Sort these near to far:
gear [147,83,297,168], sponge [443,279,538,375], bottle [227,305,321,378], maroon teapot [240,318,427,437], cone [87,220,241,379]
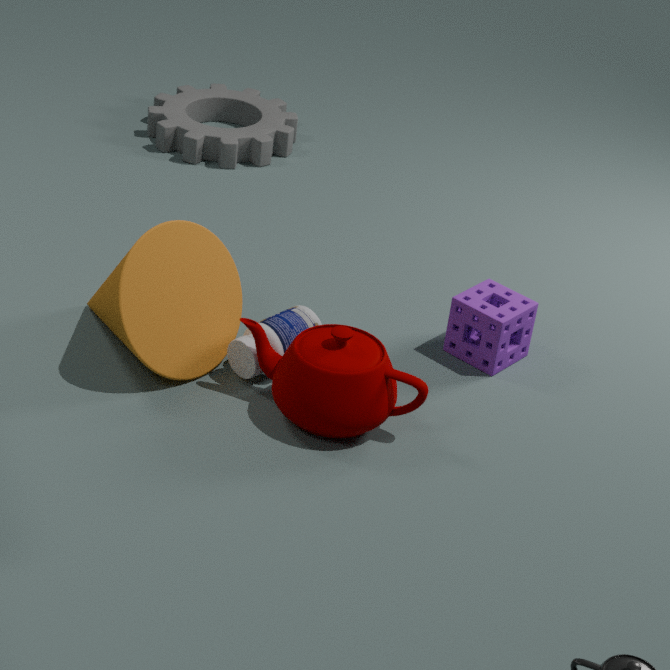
maroon teapot [240,318,427,437] < cone [87,220,241,379] < bottle [227,305,321,378] < sponge [443,279,538,375] < gear [147,83,297,168]
